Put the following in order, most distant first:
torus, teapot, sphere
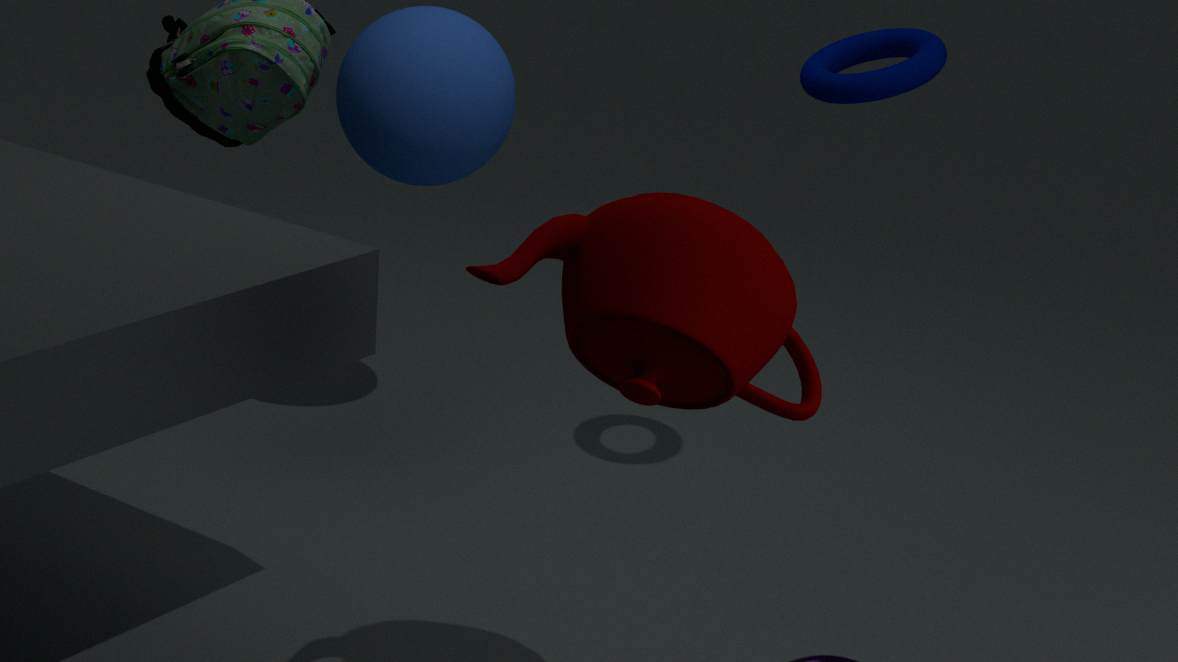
sphere → torus → teapot
